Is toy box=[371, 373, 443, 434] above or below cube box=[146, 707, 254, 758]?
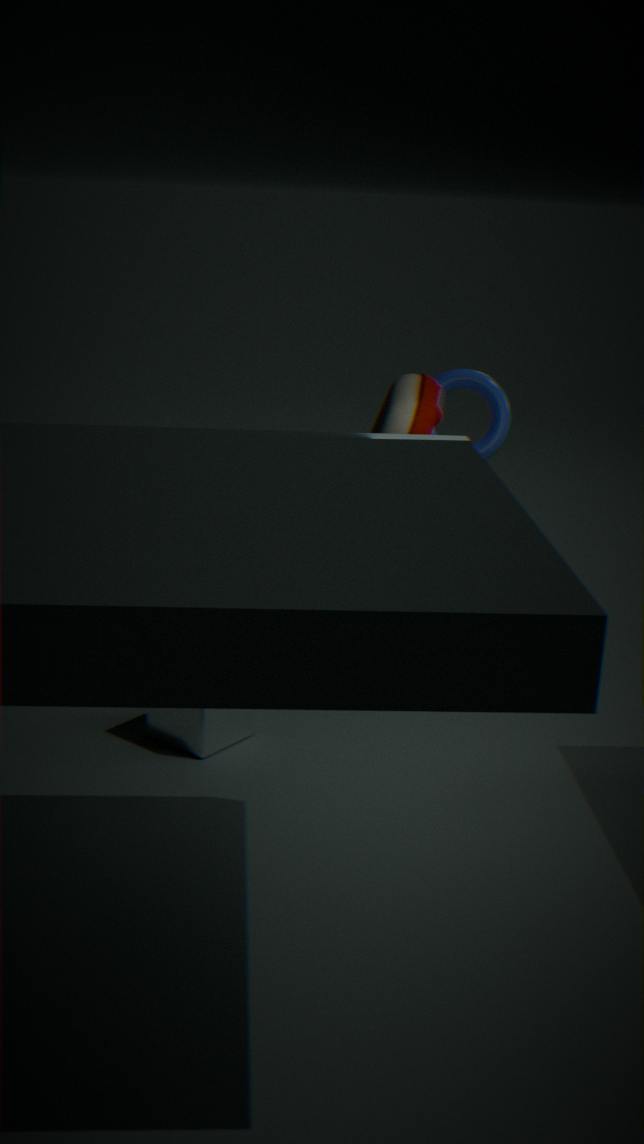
above
